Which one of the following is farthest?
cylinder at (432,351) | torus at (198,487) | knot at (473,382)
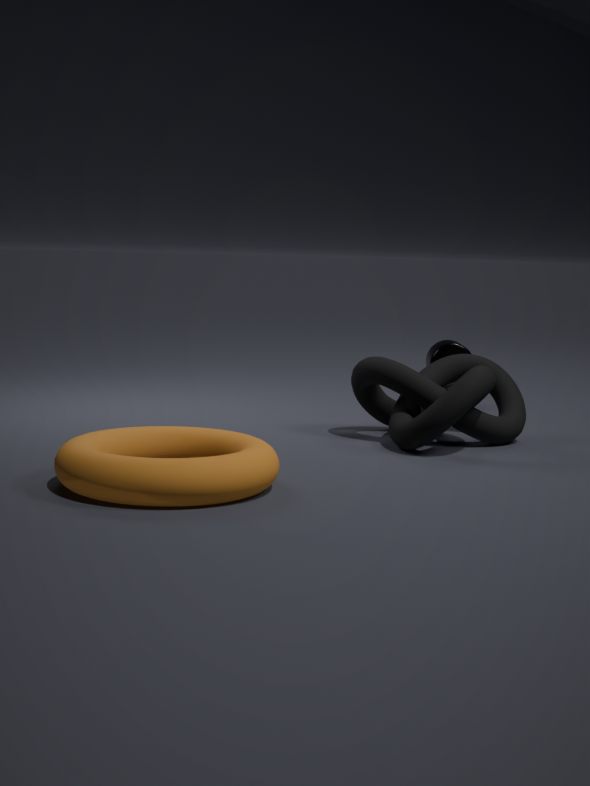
cylinder at (432,351)
